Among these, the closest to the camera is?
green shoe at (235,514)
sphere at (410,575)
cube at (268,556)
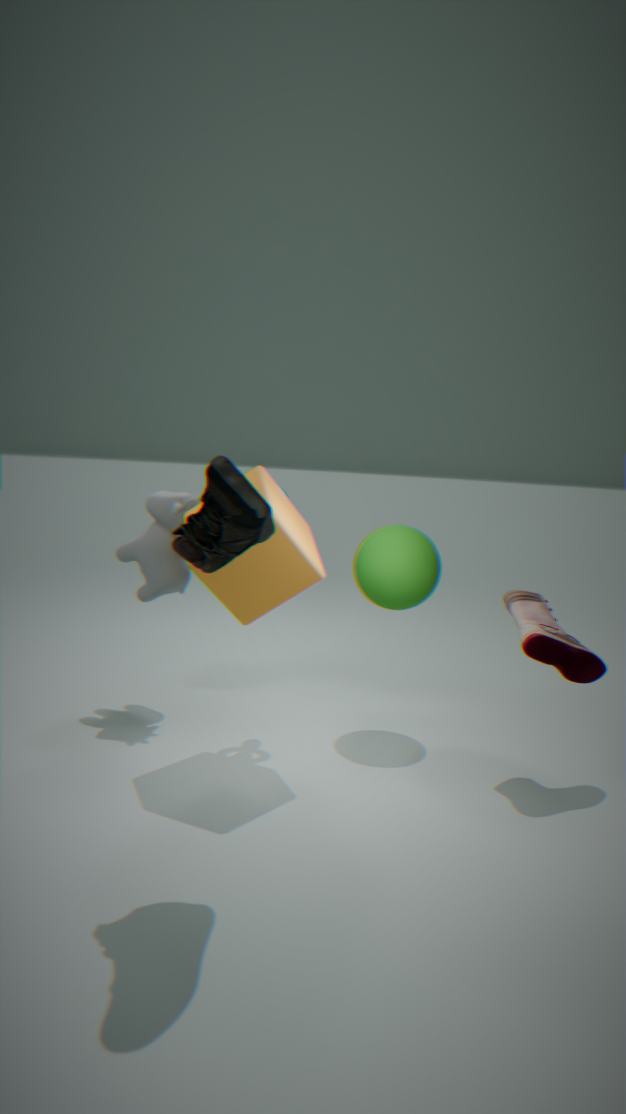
green shoe at (235,514)
